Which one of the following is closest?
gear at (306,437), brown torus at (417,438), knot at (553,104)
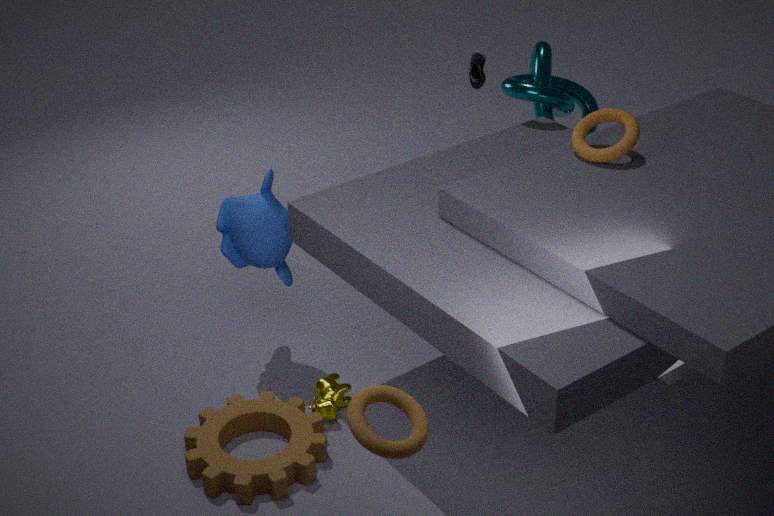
brown torus at (417,438)
